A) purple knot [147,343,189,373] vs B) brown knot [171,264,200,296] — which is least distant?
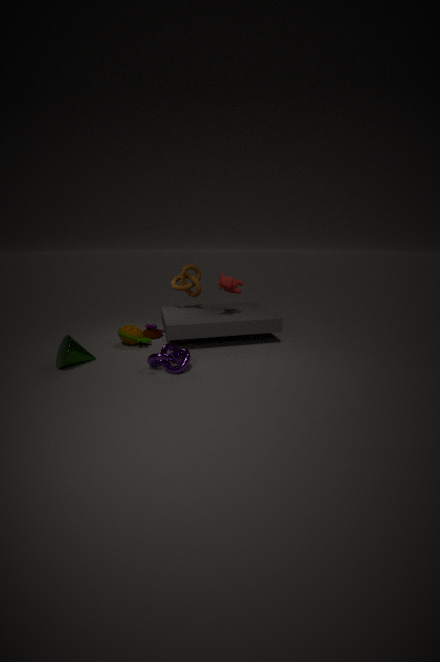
→ A. purple knot [147,343,189,373]
